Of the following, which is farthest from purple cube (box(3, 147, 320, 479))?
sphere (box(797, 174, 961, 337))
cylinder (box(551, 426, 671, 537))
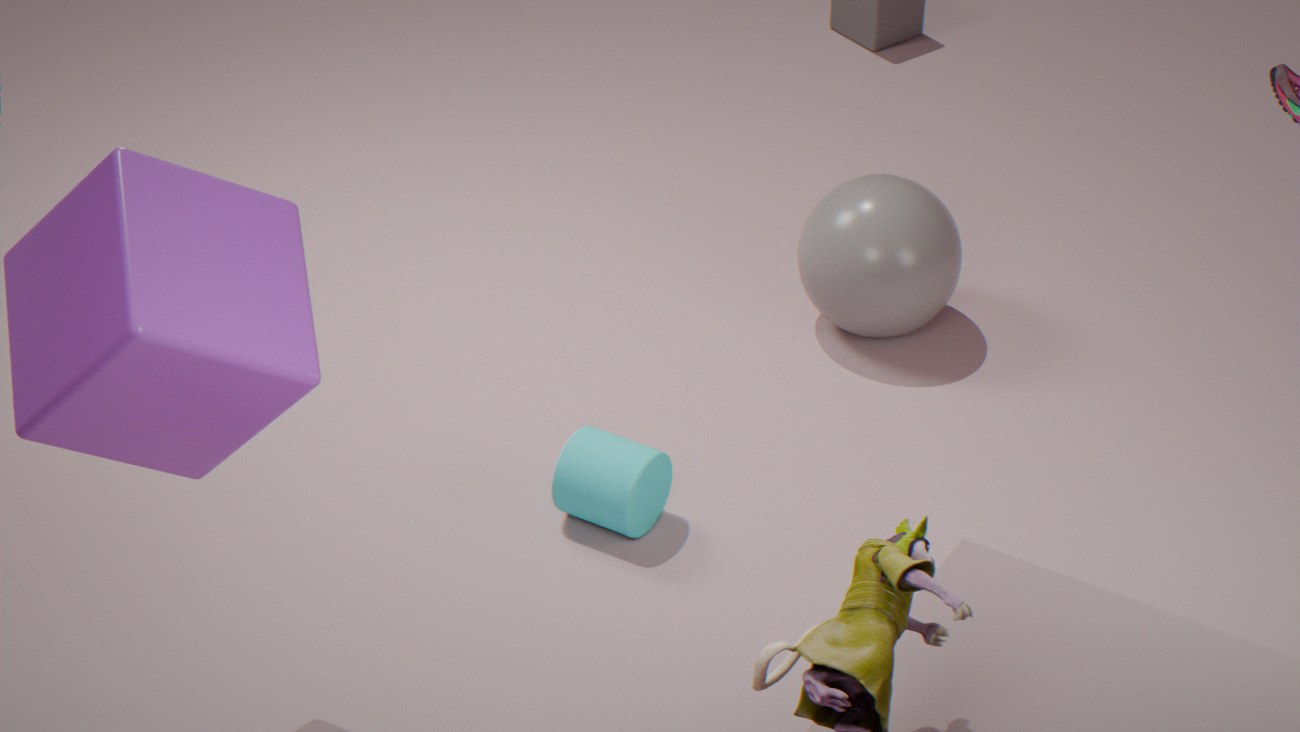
sphere (box(797, 174, 961, 337))
